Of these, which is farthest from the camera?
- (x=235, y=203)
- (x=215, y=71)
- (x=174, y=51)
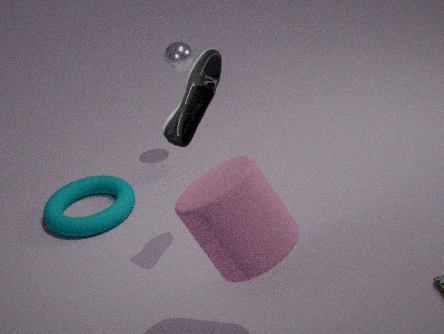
(x=174, y=51)
